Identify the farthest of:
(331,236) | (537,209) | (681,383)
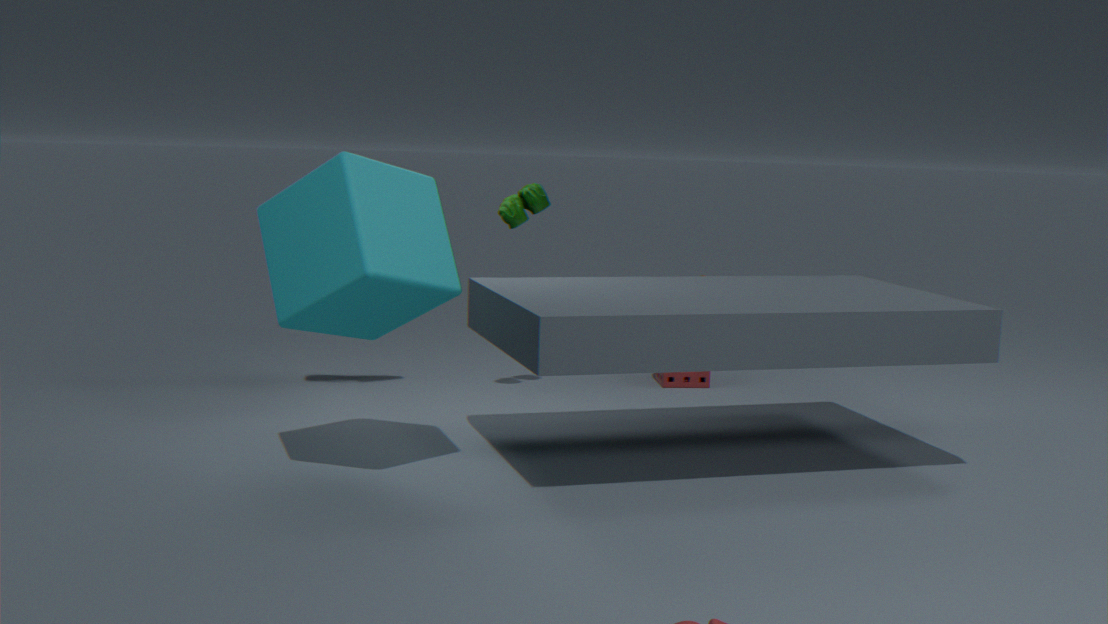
(681,383)
